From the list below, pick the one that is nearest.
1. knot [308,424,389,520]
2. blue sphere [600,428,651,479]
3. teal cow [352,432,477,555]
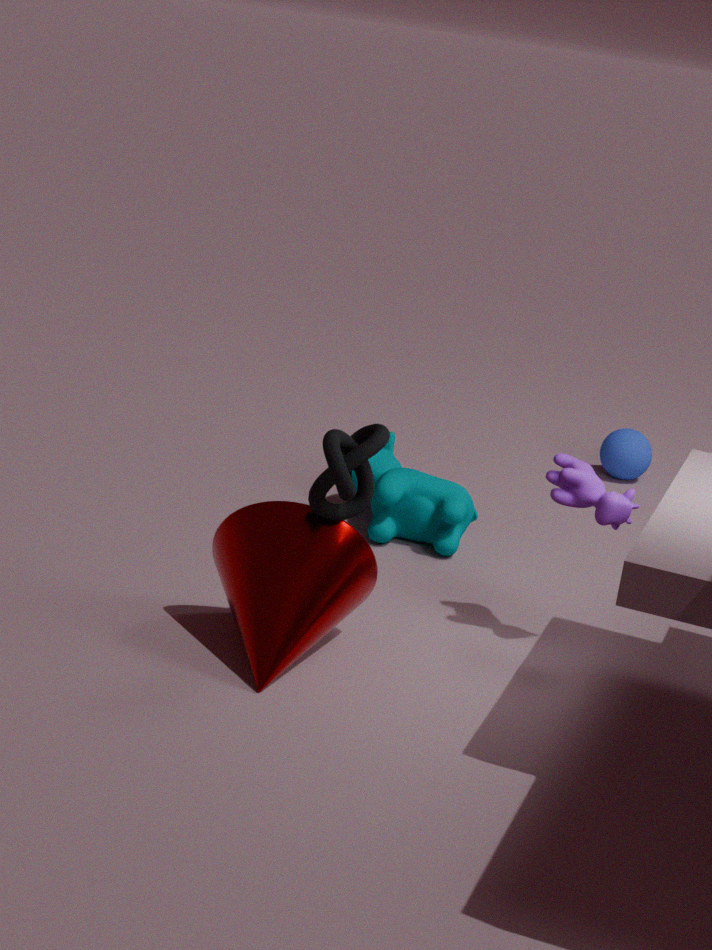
knot [308,424,389,520]
